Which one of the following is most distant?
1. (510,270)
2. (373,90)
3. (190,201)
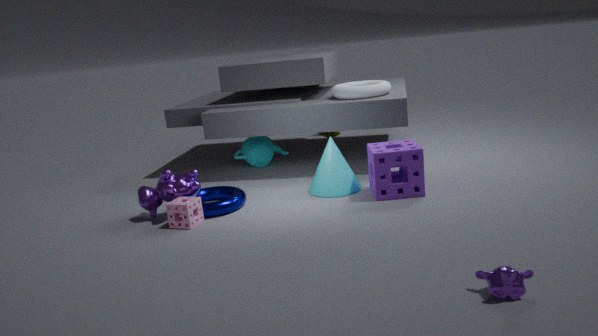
(373,90)
